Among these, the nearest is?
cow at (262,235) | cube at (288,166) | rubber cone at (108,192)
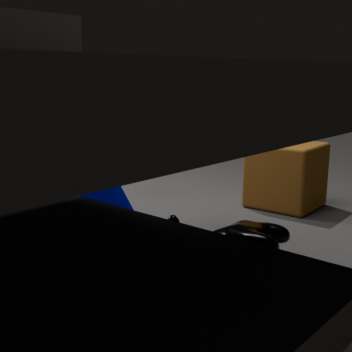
cow at (262,235)
